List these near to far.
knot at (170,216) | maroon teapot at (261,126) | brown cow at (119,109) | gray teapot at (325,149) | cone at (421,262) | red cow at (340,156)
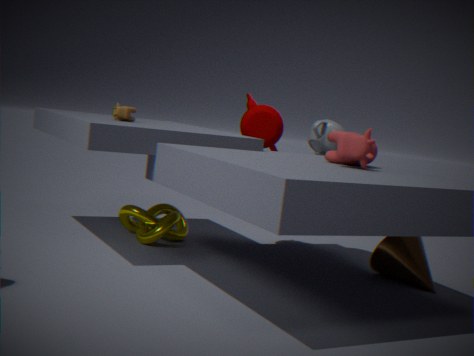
red cow at (340,156) < cone at (421,262) < brown cow at (119,109) < knot at (170,216) < gray teapot at (325,149) < maroon teapot at (261,126)
